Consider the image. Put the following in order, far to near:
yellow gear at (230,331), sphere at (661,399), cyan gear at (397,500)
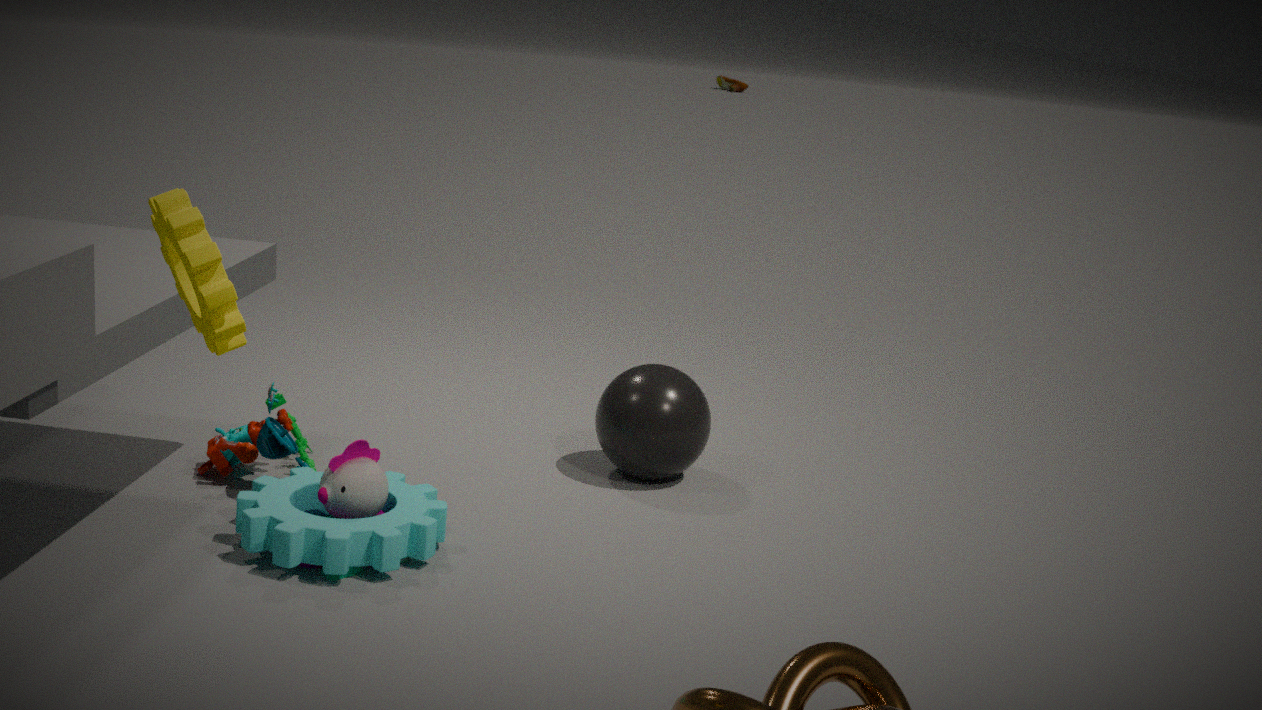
sphere at (661,399) < cyan gear at (397,500) < yellow gear at (230,331)
